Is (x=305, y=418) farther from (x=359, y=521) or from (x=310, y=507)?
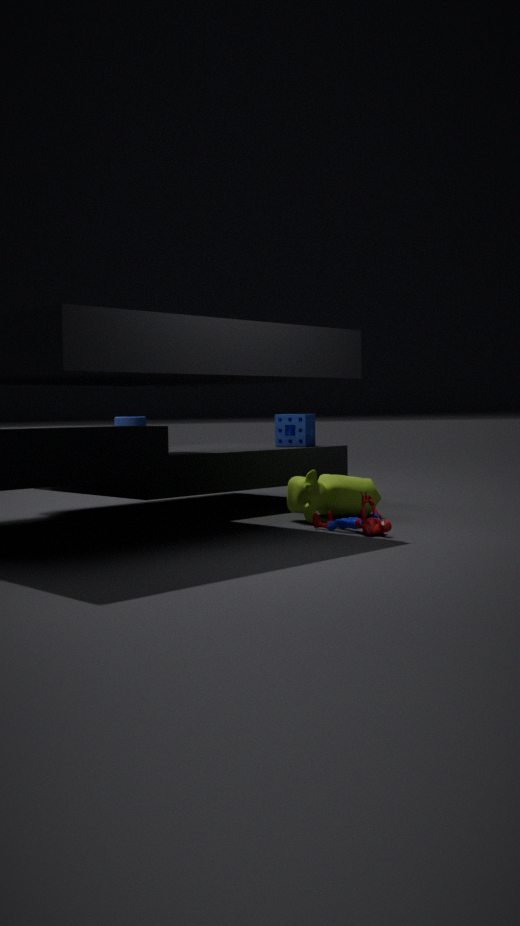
(x=359, y=521)
